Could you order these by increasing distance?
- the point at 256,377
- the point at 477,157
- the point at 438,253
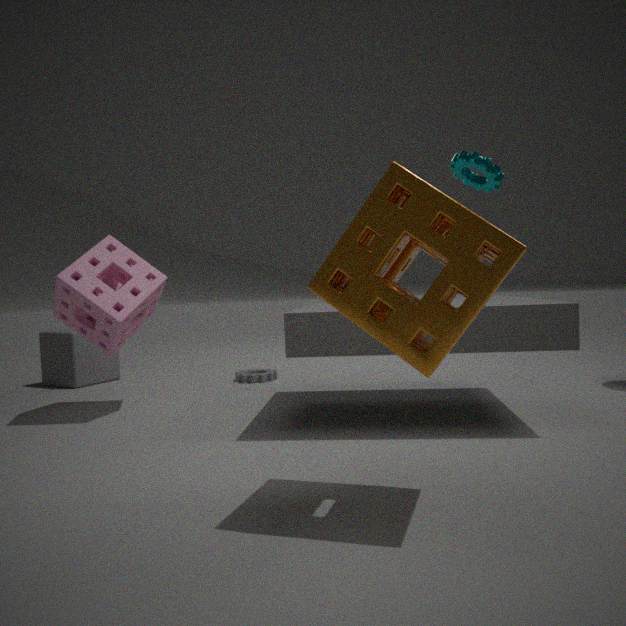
1. the point at 438,253
2. the point at 477,157
3. the point at 256,377
